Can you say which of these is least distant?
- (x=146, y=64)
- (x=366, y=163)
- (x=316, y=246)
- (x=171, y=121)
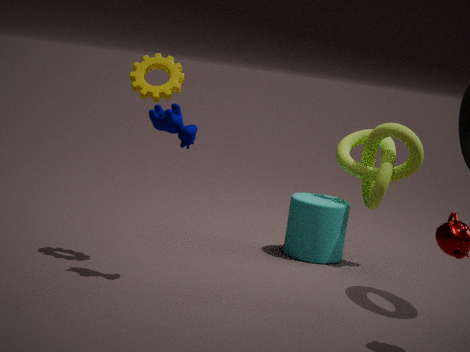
(x=171, y=121)
